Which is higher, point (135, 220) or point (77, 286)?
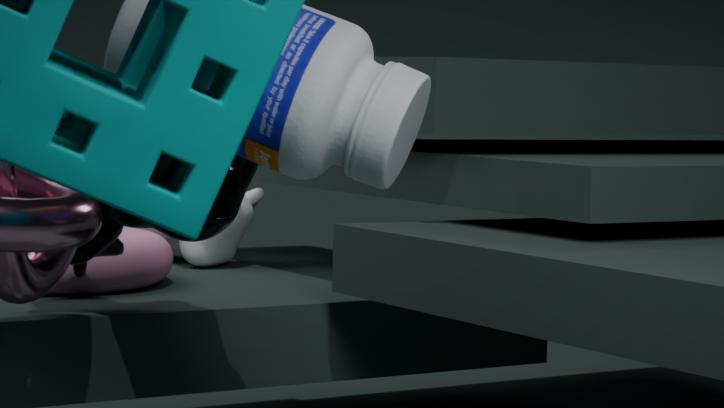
point (135, 220)
